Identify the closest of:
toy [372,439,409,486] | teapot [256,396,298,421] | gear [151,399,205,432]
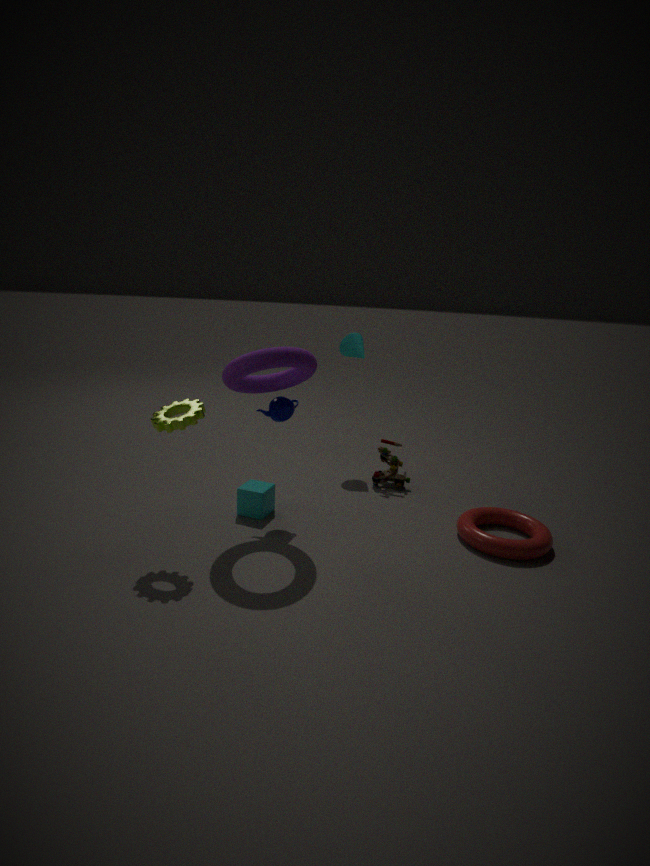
gear [151,399,205,432]
